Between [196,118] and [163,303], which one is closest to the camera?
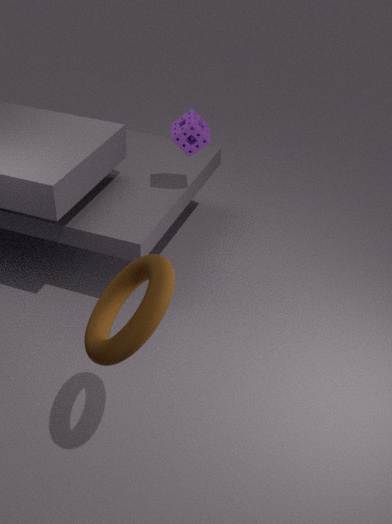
[163,303]
